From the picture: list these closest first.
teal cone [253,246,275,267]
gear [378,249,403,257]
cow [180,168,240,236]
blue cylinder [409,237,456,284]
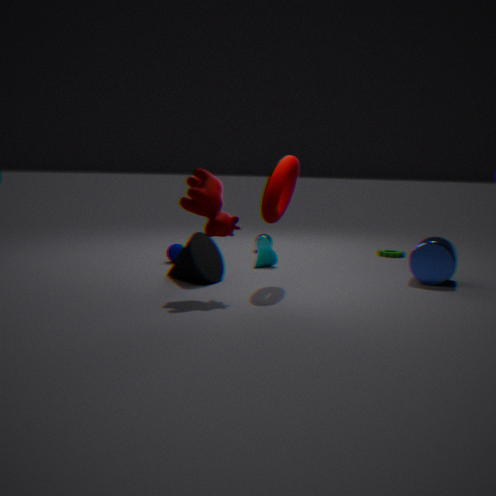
cow [180,168,240,236] → blue cylinder [409,237,456,284] → teal cone [253,246,275,267] → gear [378,249,403,257]
